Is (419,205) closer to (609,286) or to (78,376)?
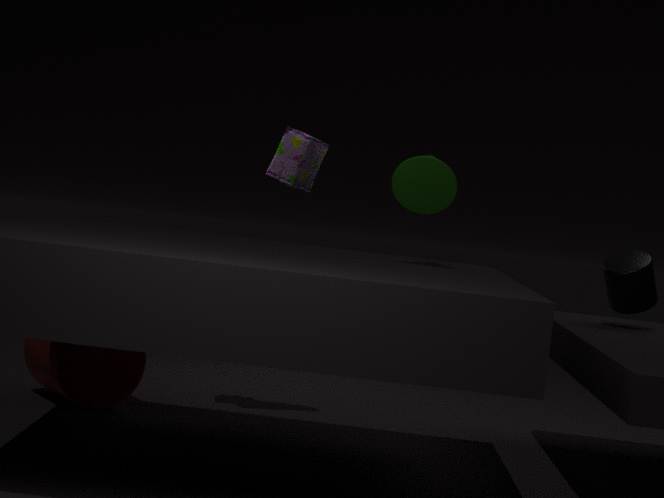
(609,286)
